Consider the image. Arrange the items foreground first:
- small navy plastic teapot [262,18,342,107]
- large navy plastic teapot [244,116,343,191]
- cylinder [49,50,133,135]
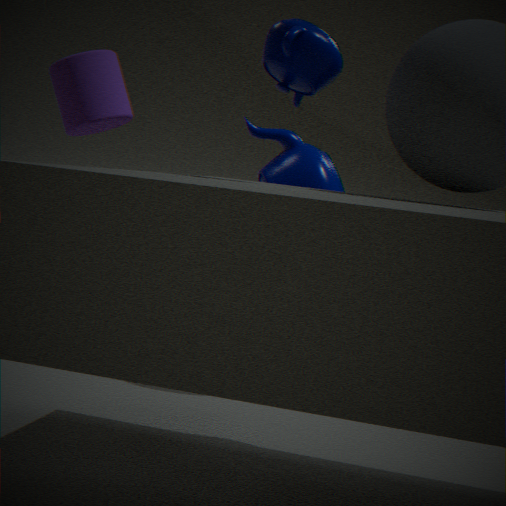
small navy plastic teapot [262,18,342,107]
cylinder [49,50,133,135]
large navy plastic teapot [244,116,343,191]
